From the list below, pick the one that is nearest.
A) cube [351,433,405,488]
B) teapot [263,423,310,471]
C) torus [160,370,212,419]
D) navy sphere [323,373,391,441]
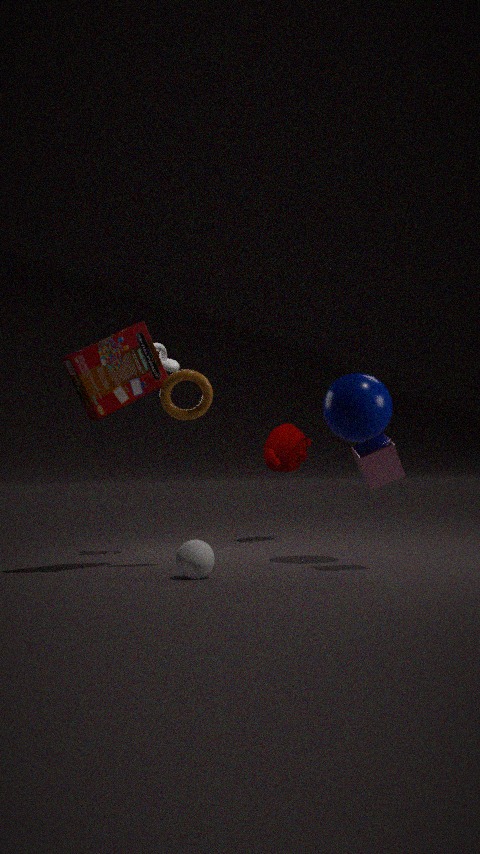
cube [351,433,405,488]
